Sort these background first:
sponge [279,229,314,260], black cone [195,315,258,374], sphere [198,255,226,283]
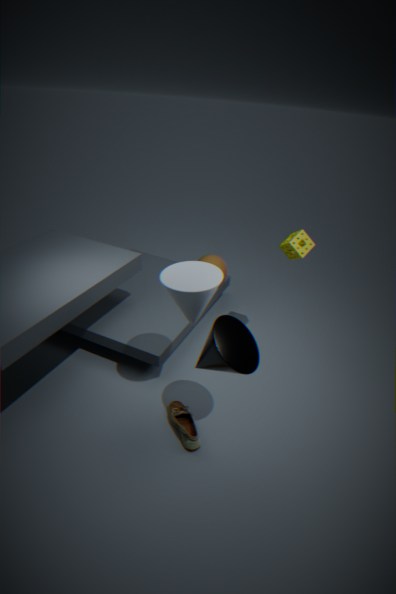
sphere [198,255,226,283]
sponge [279,229,314,260]
black cone [195,315,258,374]
